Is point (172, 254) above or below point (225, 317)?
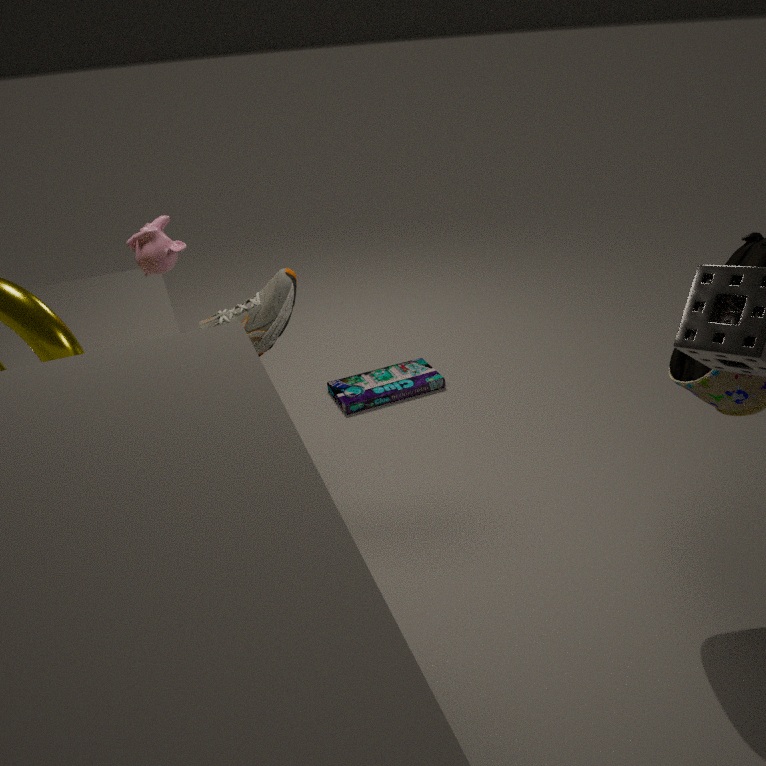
above
